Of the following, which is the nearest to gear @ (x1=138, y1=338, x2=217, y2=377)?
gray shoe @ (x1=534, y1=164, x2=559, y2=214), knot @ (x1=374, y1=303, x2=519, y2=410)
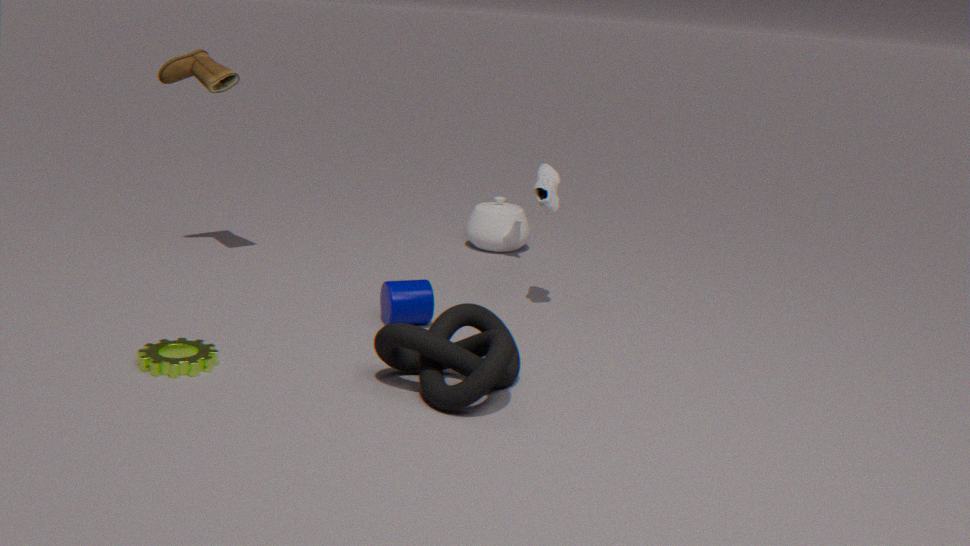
knot @ (x1=374, y1=303, x2=519, y2=410)
